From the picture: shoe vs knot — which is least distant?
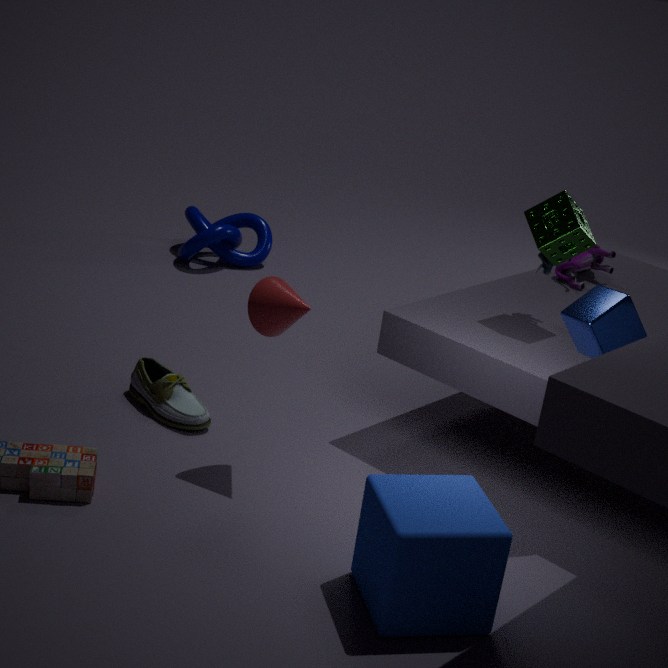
shoe
